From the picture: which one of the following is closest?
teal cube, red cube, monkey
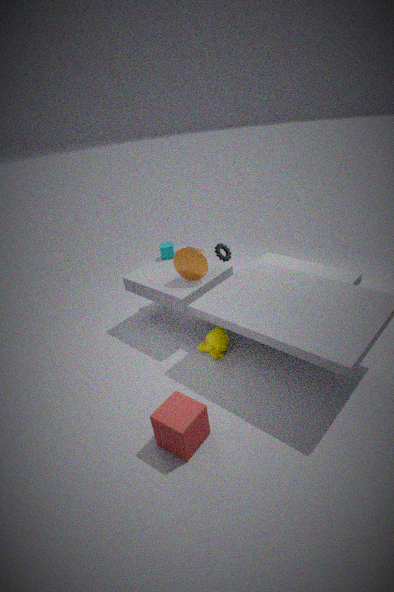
red cube
